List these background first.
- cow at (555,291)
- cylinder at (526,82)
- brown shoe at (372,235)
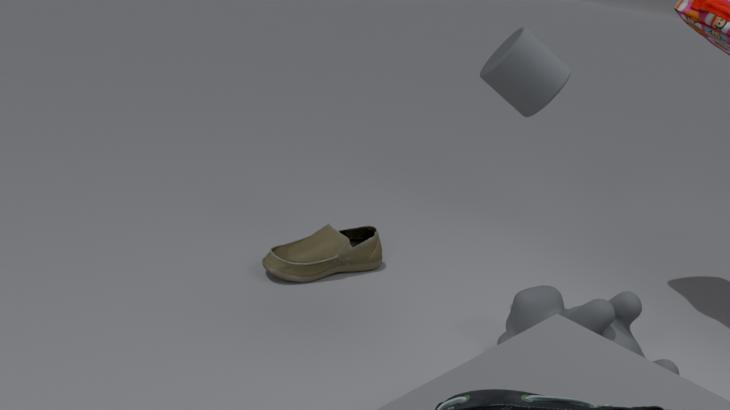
brown shoe at (372,235) → cylinder at (526,82) → cow at (555,291)
